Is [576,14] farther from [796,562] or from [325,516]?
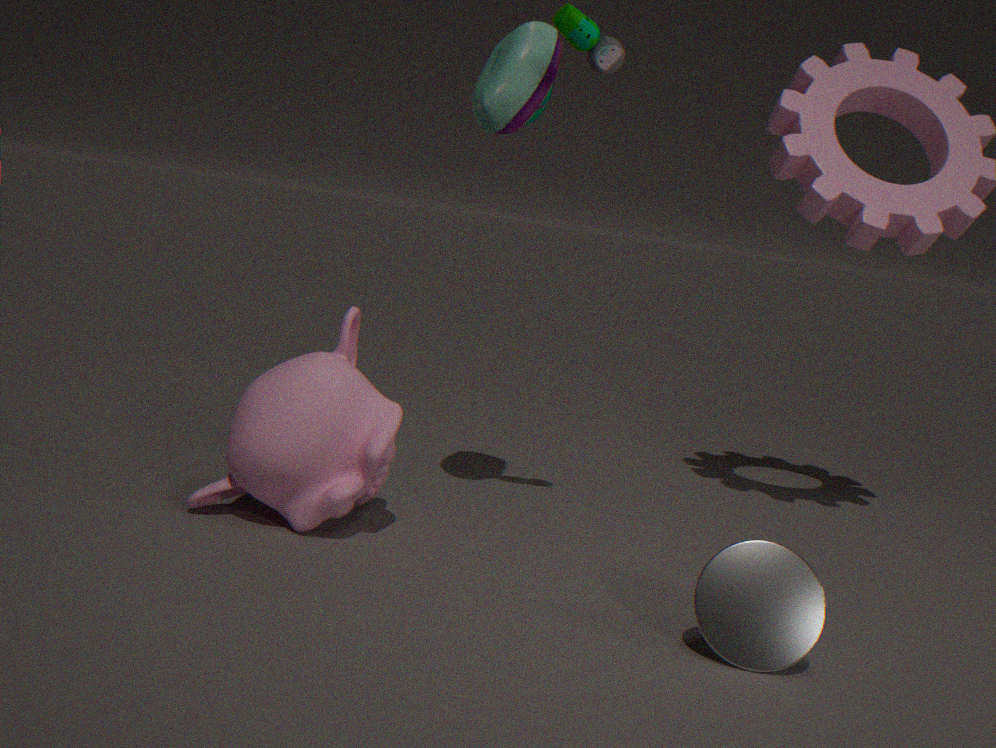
[796,562]
